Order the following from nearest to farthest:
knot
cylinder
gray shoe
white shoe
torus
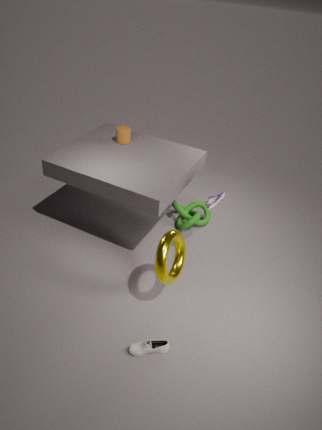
torus < gray shoe < white shoe < cylinder < knot
